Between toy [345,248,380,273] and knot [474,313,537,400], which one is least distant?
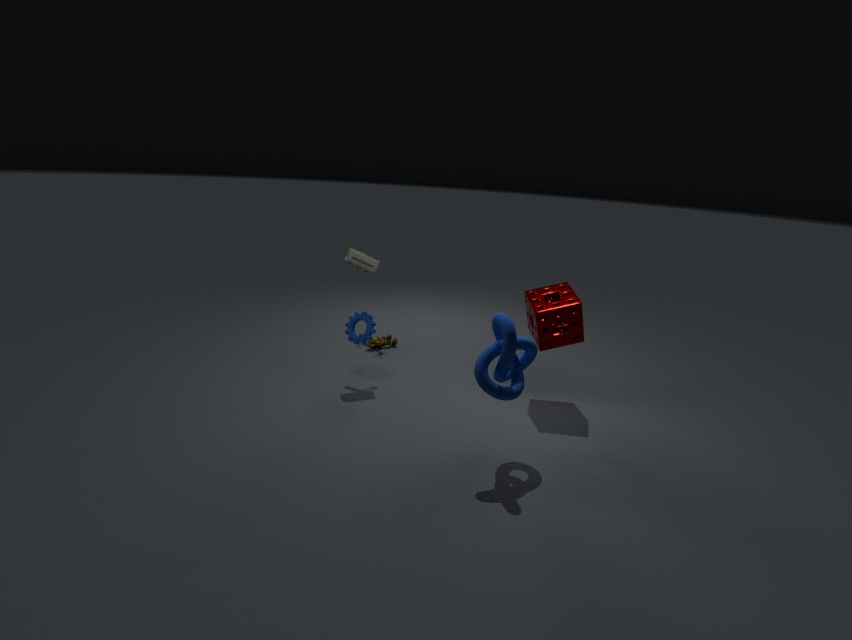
knot [474,313,537,400]
